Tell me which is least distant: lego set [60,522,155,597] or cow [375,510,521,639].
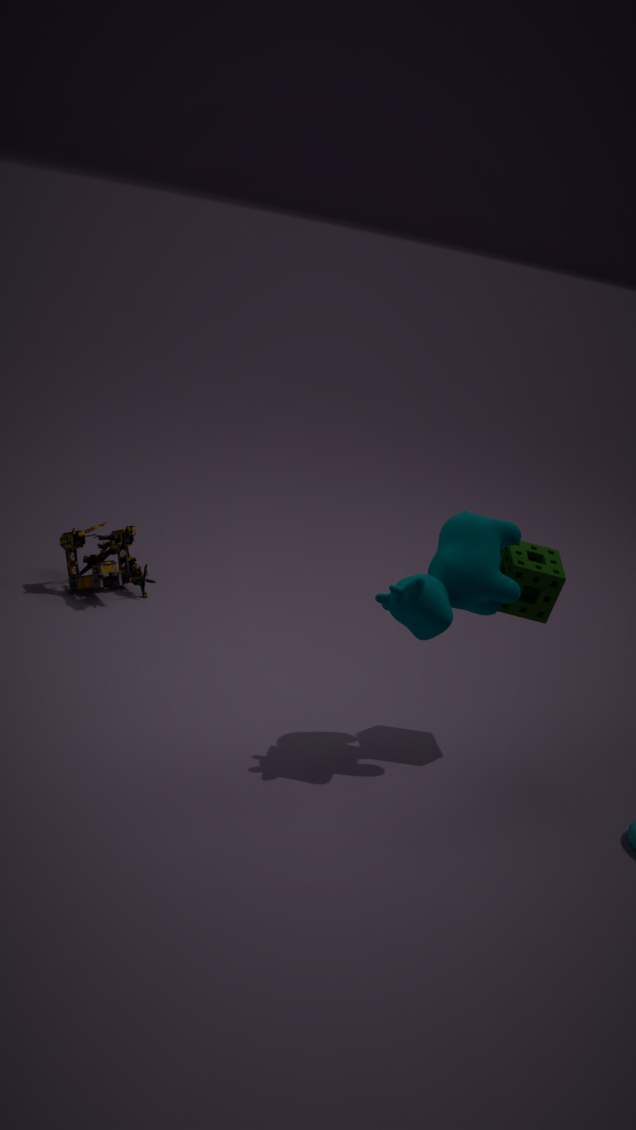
cow [375,510,521,639]
